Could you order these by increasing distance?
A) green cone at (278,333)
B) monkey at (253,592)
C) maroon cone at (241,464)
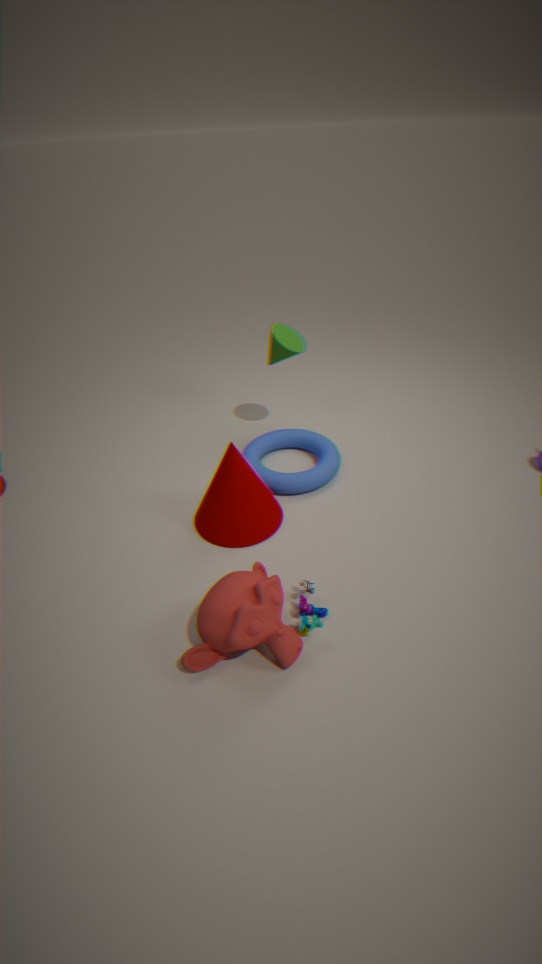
monkey at (253,592) → maroon cone at (241,464) → green cone at (278,333)
